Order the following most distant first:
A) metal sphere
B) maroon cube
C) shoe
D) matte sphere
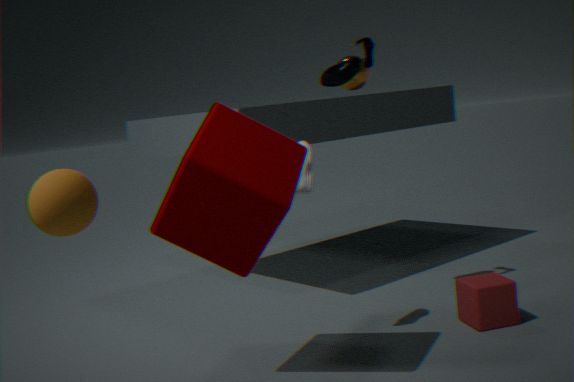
metal sphere, shoe, maroon cube, matte sphere
